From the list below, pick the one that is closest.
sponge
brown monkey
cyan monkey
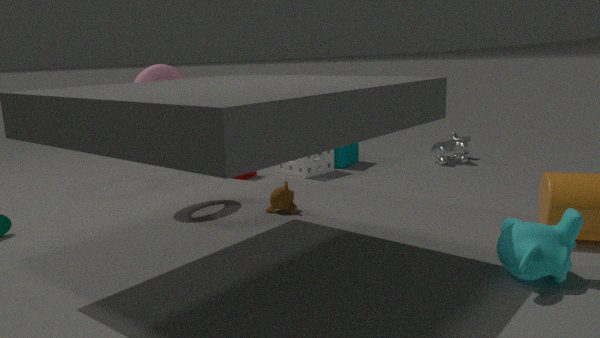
cyan monkey
